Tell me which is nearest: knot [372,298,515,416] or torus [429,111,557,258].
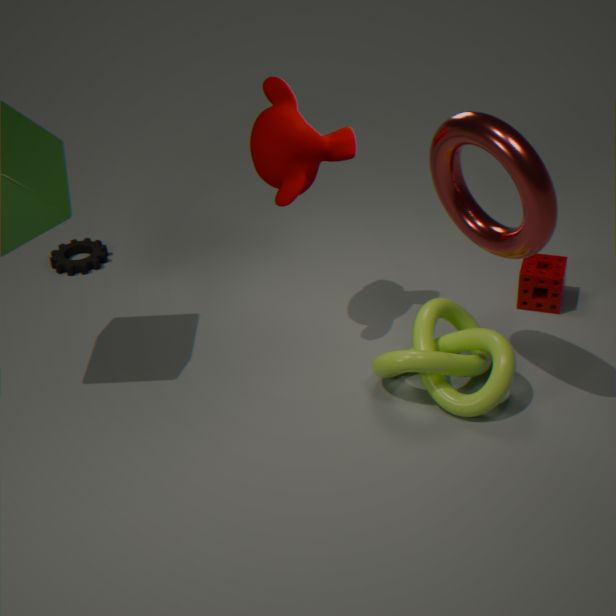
torus [429,111,557,258]
